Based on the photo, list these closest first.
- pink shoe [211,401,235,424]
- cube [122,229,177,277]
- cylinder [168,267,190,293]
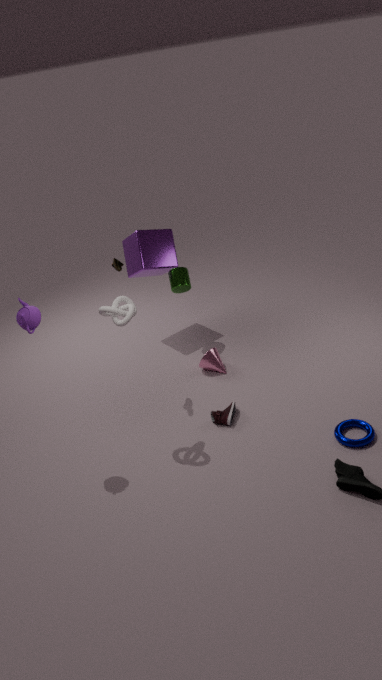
pink shoe [211,401,235,424] → cylinder [168,267,190,293] → cube [122,229,177,277]
